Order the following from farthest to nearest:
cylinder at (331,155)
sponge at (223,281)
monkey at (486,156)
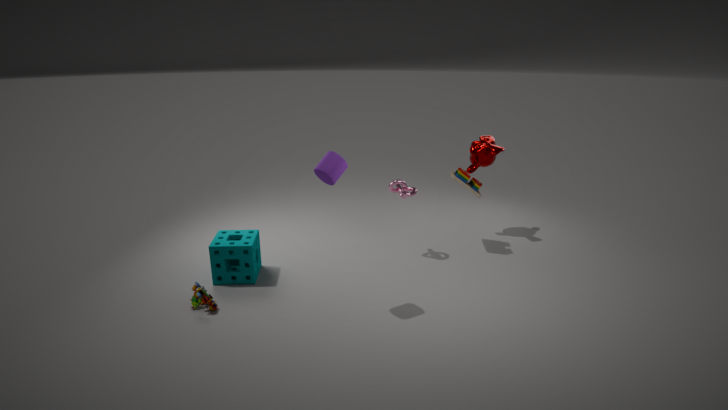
monkey at (486,156) → sponge at (223,281) → cylinder at (331,155)
